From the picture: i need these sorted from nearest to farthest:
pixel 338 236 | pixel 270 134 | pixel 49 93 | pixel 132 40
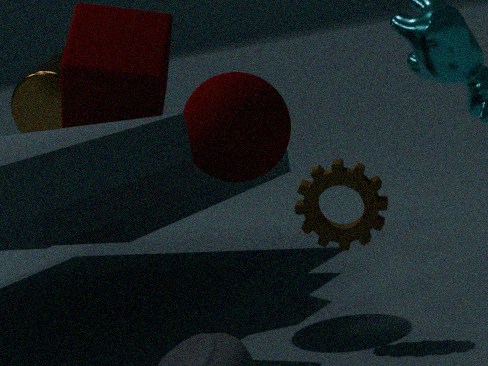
pixel 338 236, pixel 270 134, pixel 132 40, pixel 49 93
